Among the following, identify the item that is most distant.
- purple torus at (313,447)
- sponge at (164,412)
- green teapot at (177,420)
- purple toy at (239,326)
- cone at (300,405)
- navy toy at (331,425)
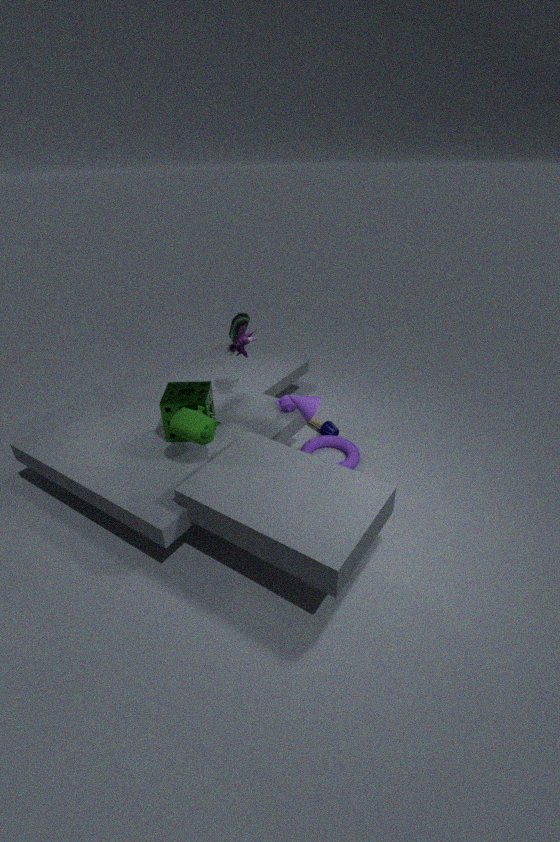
navy toy at (331,425)
